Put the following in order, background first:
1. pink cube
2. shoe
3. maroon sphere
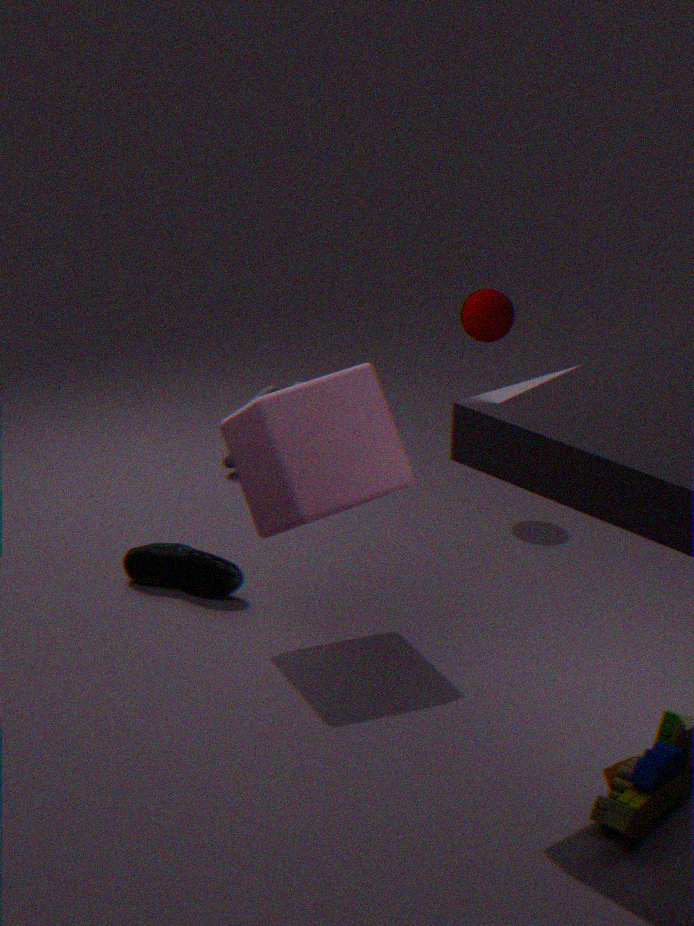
1. maroon sphere
2. shoe
3. pink cube
